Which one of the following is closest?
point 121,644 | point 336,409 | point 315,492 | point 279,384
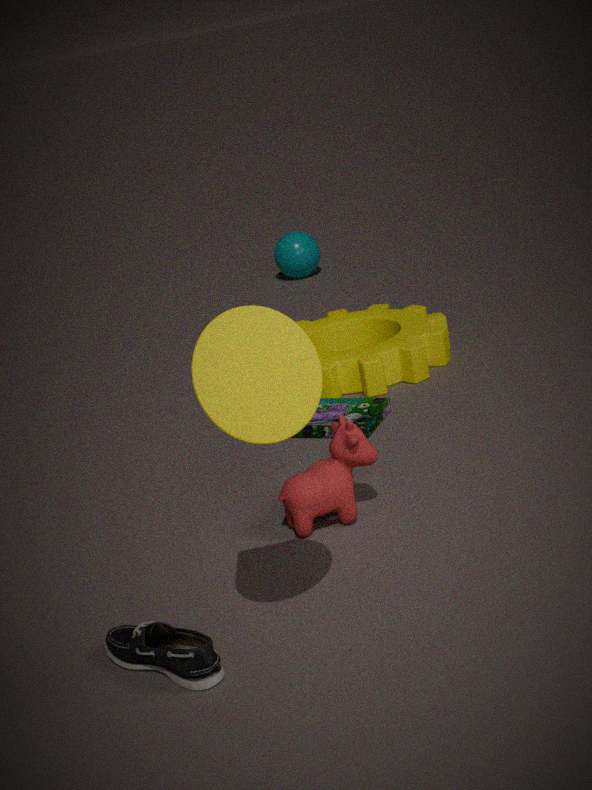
point 279,384
